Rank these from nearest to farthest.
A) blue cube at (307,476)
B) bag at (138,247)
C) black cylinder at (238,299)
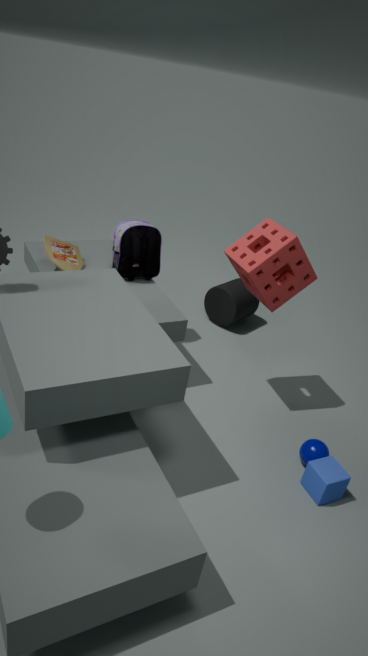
blue cube at (307,476)
bag at (138,247)
black cylinder at (238,299)
